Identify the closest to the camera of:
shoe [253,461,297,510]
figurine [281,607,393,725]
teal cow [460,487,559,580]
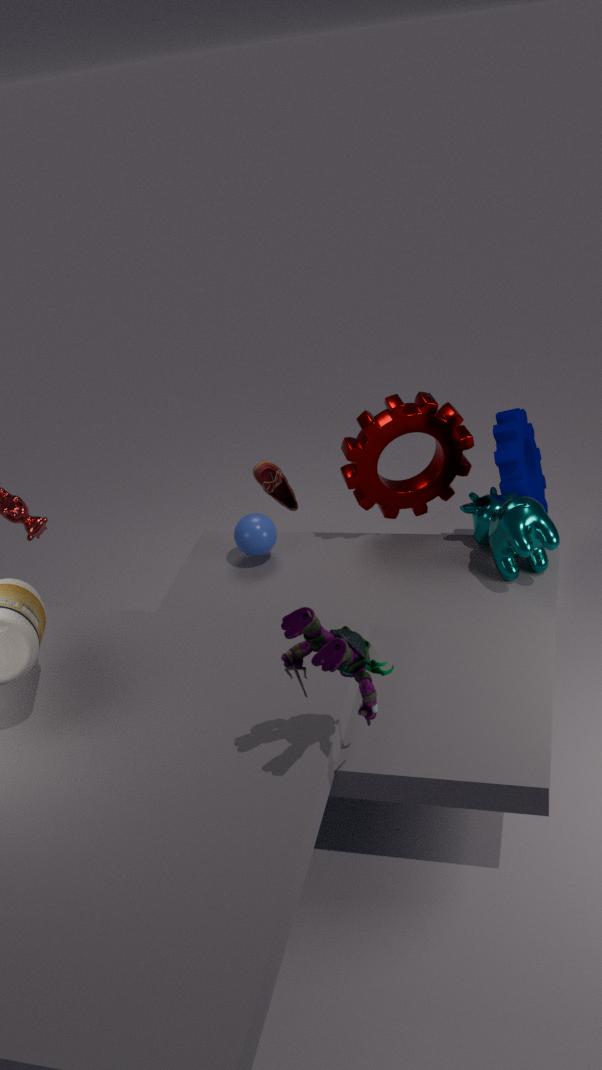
figurine [281,607,393,725]
